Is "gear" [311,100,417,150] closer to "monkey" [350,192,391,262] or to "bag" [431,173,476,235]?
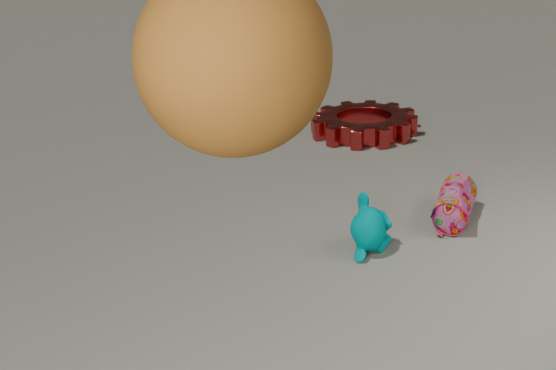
"bag" [431,173,476,235]
